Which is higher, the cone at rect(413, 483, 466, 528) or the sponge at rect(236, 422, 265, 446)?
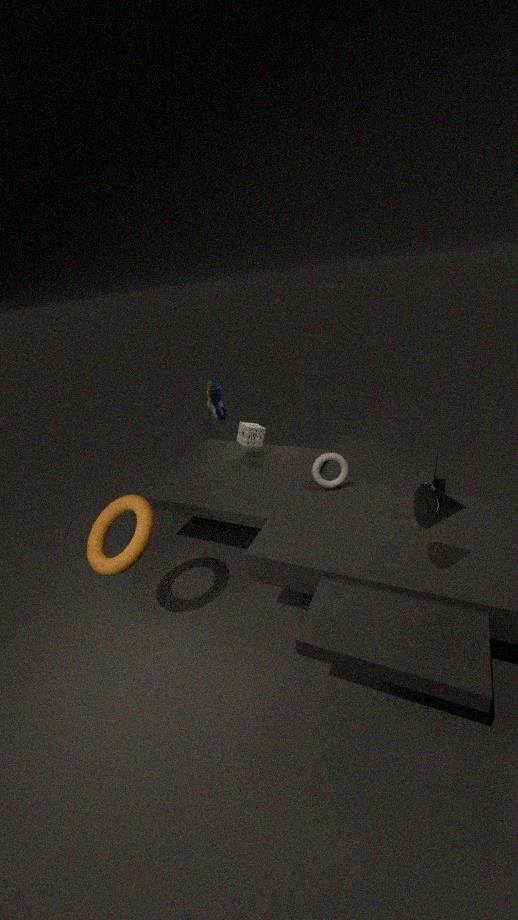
the cone at rect(413, 483, 466, 528)
